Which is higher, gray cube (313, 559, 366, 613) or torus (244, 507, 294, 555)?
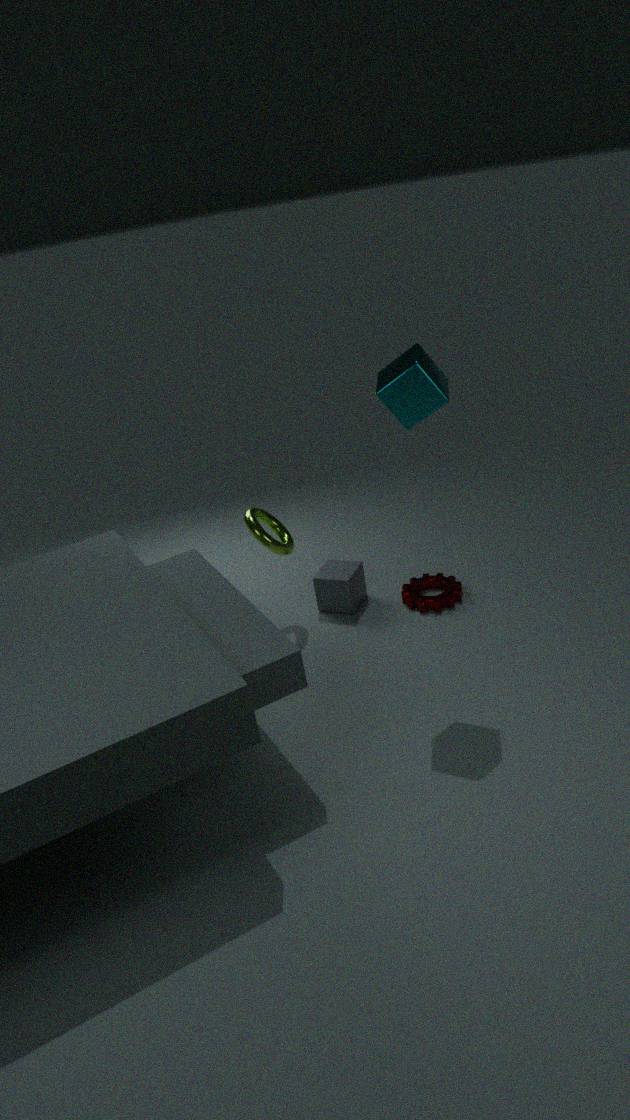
torus (244, 507, 294, 555)
